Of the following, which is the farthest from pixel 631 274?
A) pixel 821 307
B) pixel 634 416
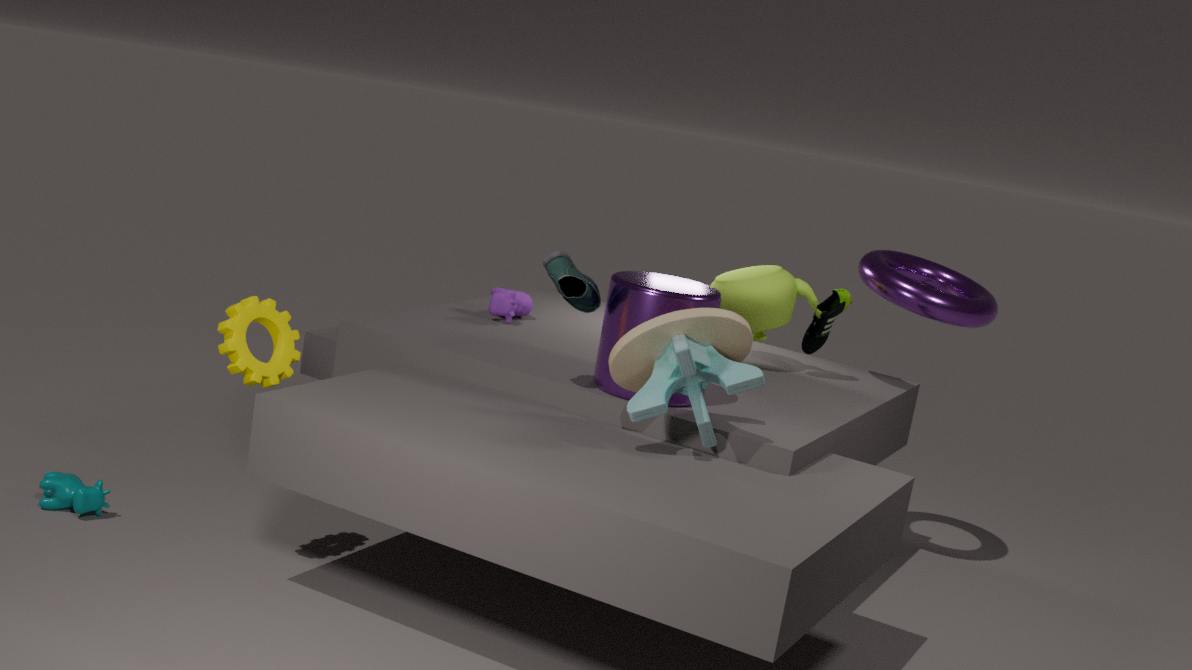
pixel 821 307
